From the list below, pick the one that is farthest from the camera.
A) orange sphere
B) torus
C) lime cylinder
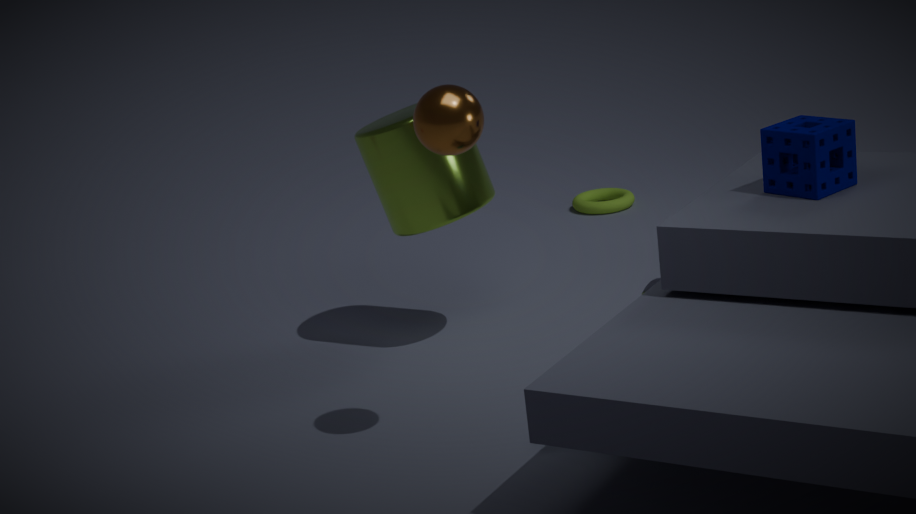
torus
